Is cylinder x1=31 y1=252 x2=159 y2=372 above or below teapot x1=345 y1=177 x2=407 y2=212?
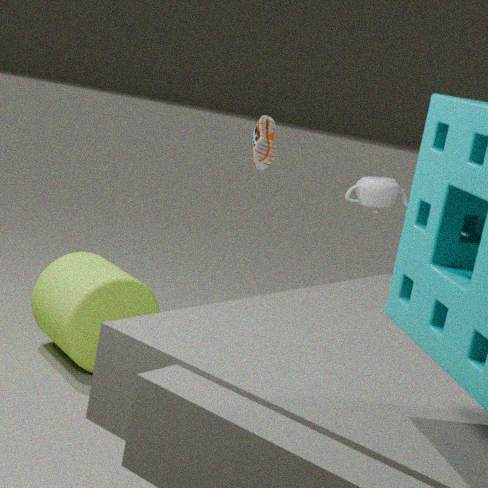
below
